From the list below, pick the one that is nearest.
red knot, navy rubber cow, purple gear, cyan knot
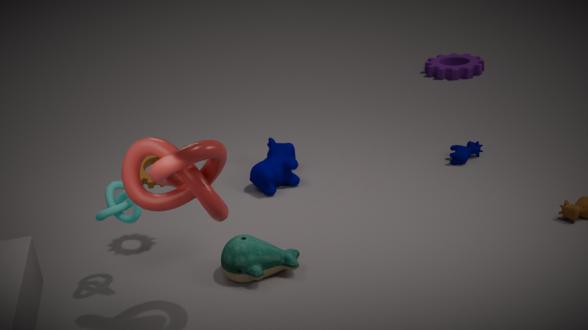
red knot
